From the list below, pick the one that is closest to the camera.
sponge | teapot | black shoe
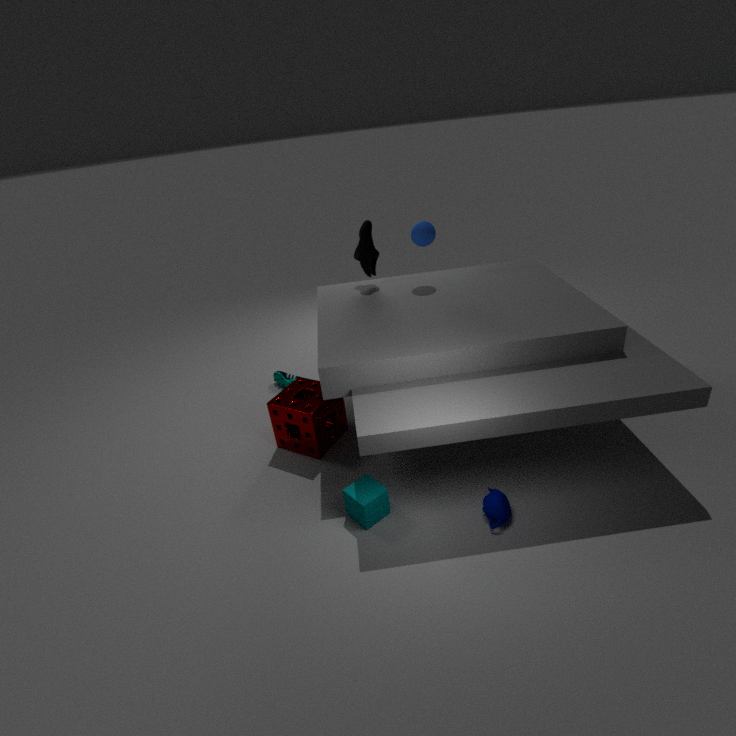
teapot
